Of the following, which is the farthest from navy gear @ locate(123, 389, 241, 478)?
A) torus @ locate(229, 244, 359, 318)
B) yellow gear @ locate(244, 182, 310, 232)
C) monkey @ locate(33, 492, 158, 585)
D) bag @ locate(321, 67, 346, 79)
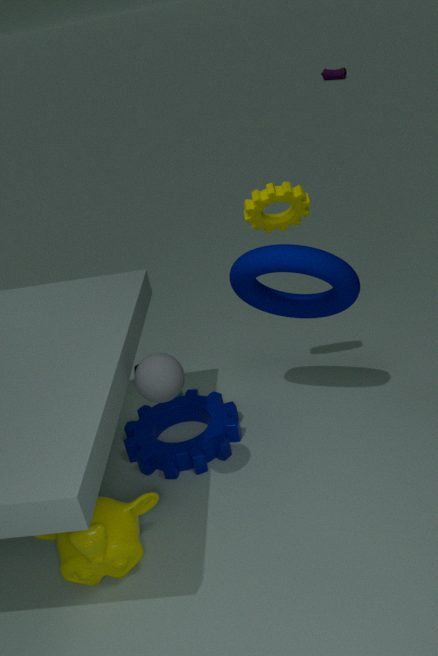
bag @ locate(321, 67, 346, 79)
